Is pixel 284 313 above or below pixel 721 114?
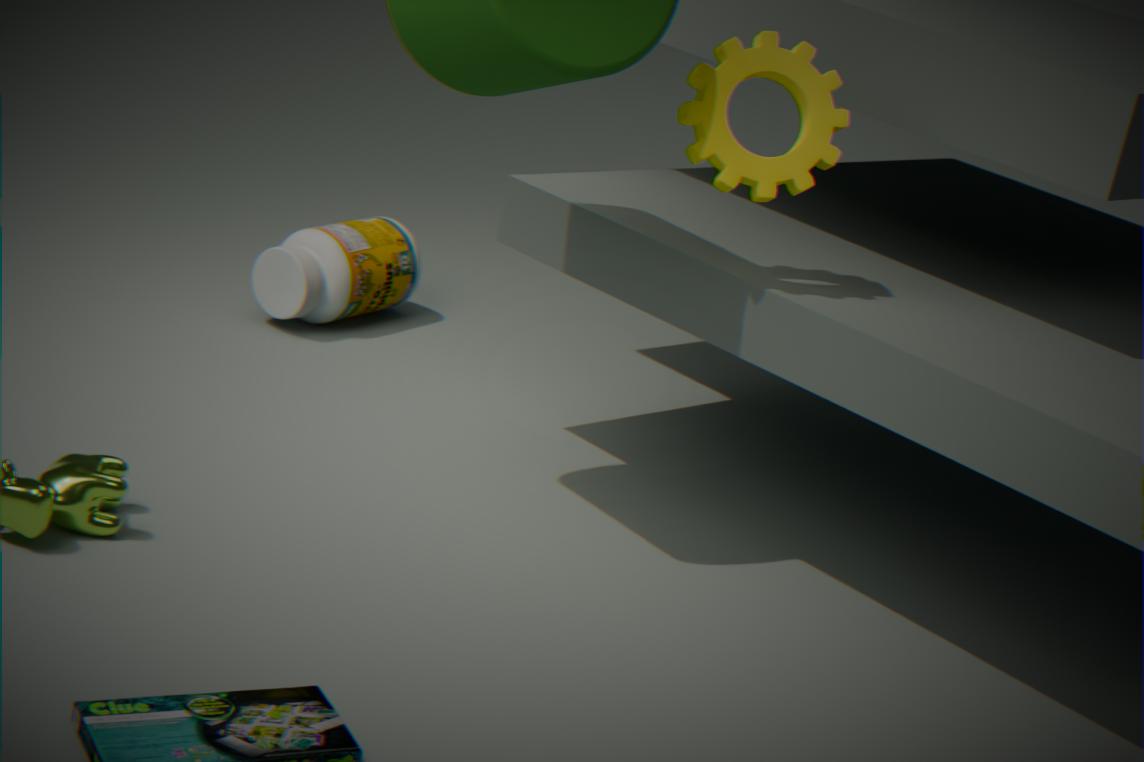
below
